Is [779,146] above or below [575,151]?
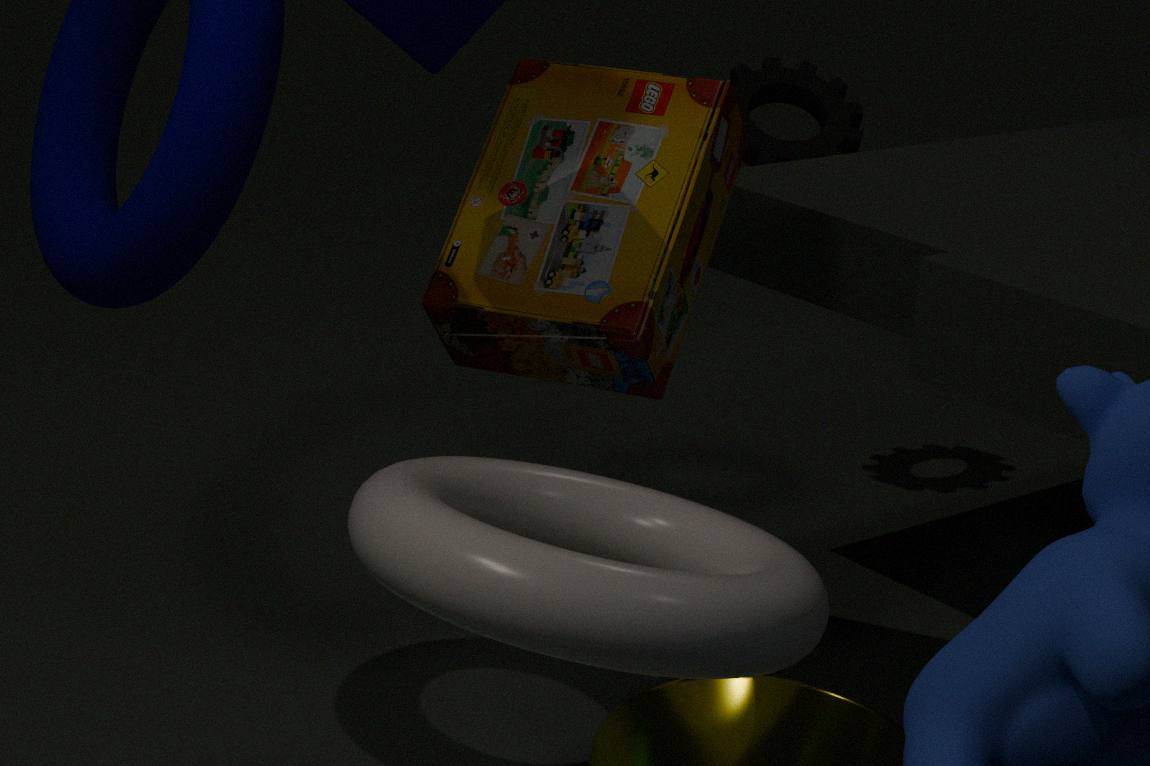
below
